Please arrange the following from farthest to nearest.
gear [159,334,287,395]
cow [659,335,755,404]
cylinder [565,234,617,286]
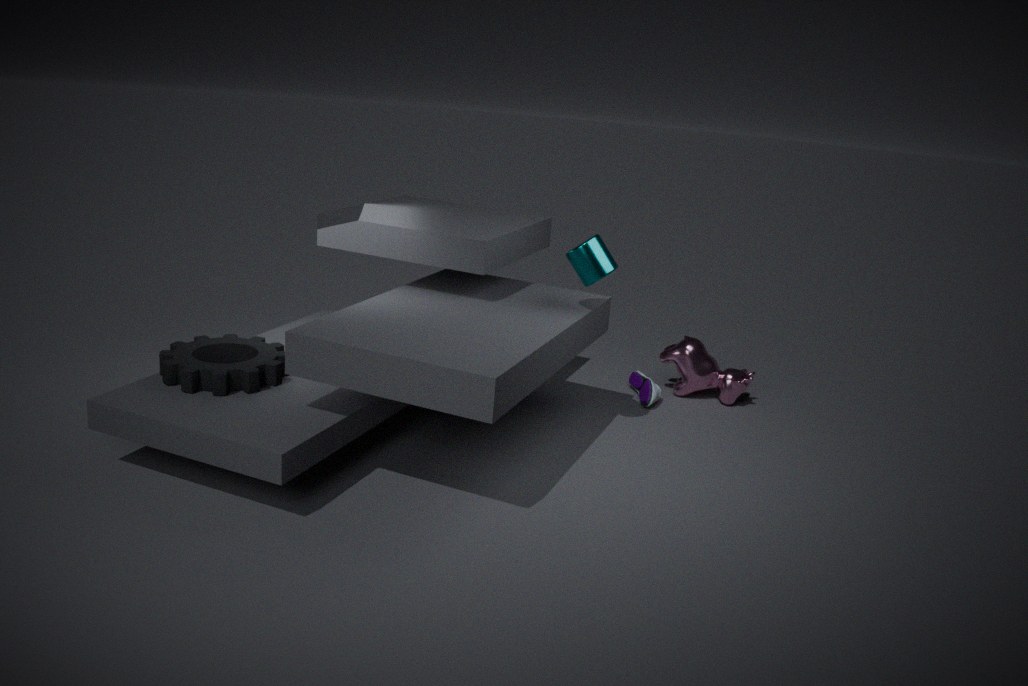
Result: cow [659,335,755,404], cylinder [565,234,617,286], gear [159,334,287,395]
